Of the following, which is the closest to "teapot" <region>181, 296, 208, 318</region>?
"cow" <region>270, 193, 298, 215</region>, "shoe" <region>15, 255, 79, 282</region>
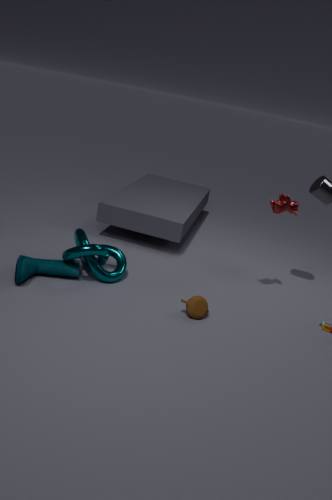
"shoe" <region>15, 255, 79, 282</region>
